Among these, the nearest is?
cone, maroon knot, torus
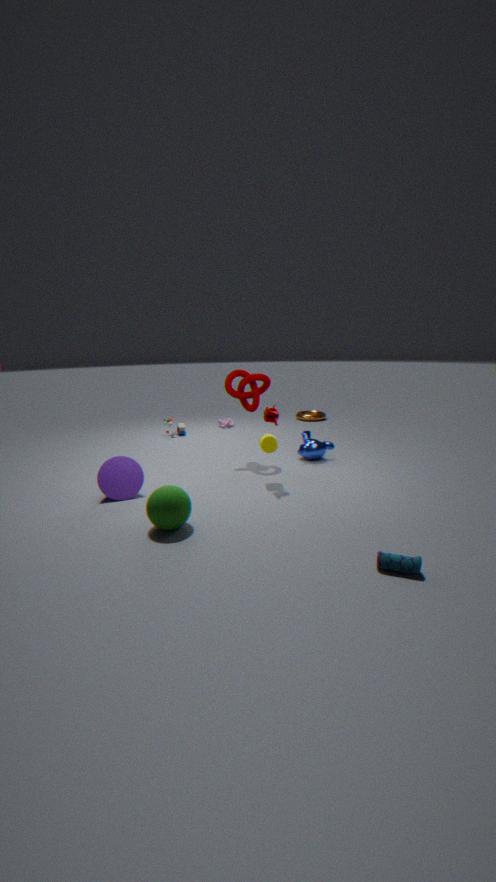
cone
